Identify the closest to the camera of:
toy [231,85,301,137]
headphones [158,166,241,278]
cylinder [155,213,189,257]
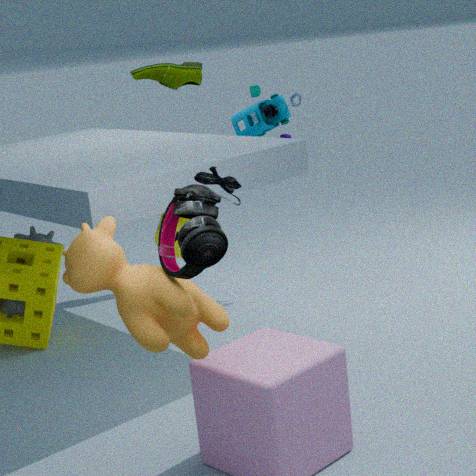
headphones [158,166,241,278]
